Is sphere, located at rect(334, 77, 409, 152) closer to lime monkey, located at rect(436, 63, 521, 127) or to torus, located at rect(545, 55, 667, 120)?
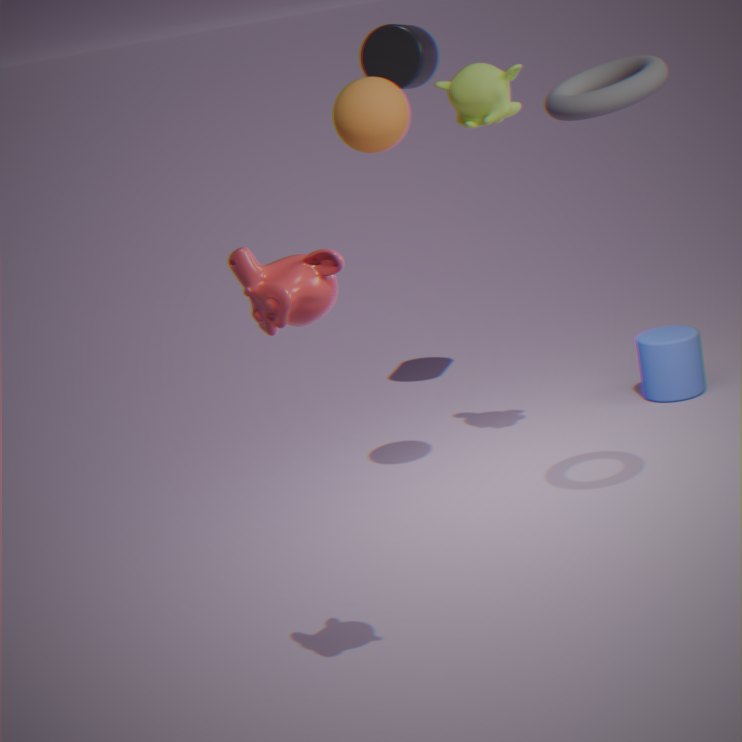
lime monkey, located at rect(436, 63, 521, 127)
